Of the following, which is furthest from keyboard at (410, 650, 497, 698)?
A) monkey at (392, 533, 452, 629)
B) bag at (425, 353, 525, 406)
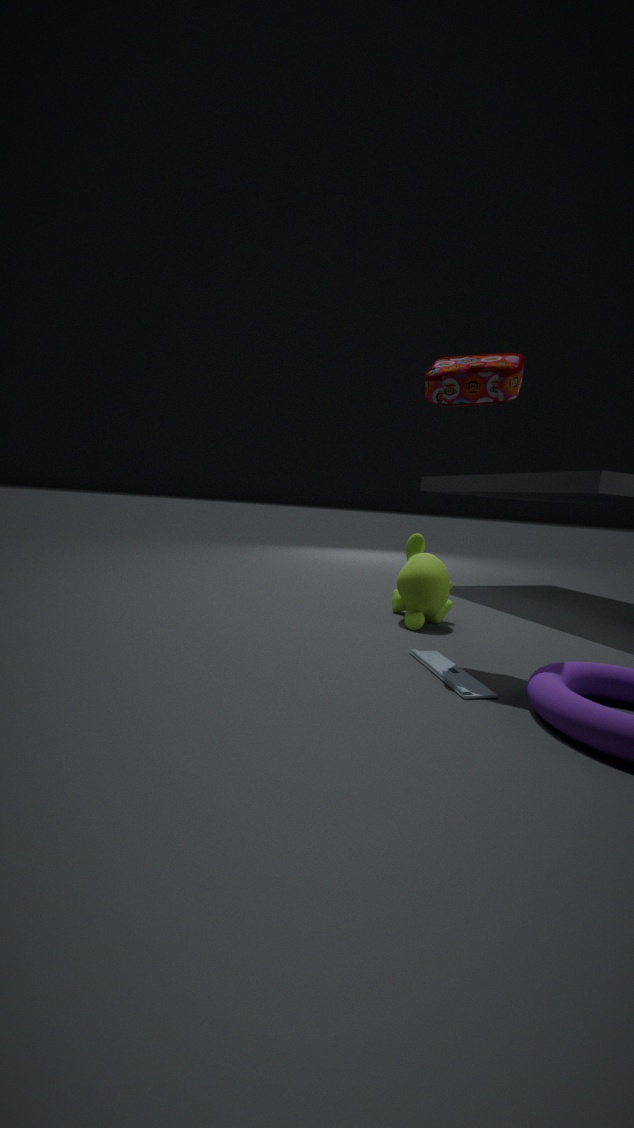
bag at (425, 353, 525, 406)
